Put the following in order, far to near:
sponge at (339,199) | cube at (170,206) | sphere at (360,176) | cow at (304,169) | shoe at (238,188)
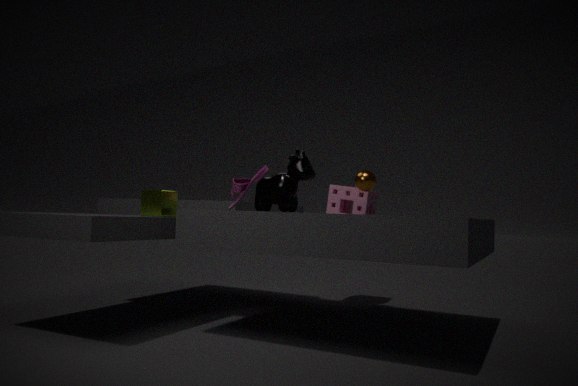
sponge at (339,199), sphere at (360,176), cow at (304,169), cube at (170,206), shoe at (238,188)
